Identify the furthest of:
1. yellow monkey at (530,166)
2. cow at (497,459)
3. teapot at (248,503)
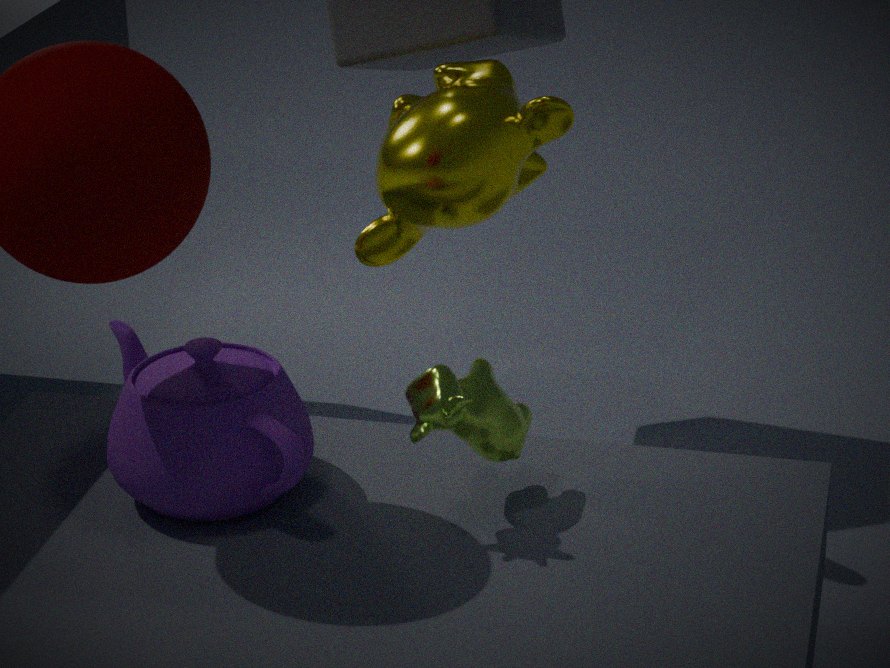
yellow monkey at (530,166)
